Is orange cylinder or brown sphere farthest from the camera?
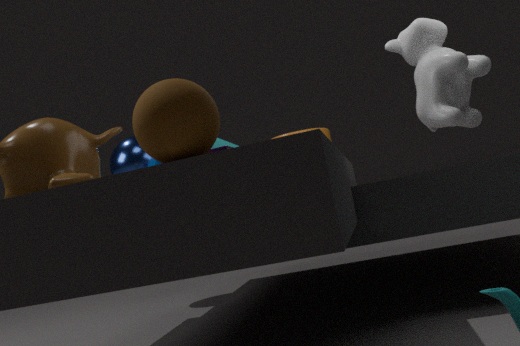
orange cylinder
